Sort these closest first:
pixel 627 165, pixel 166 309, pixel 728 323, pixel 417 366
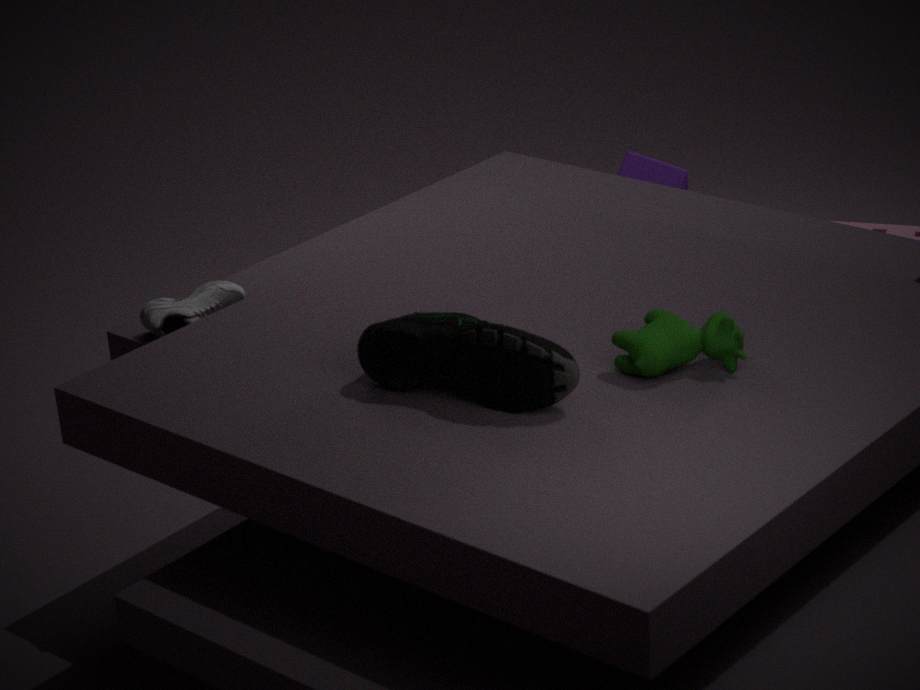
pixel 728 323 < pixel 417 366 < pixel 166 309 < pixel 627 165
